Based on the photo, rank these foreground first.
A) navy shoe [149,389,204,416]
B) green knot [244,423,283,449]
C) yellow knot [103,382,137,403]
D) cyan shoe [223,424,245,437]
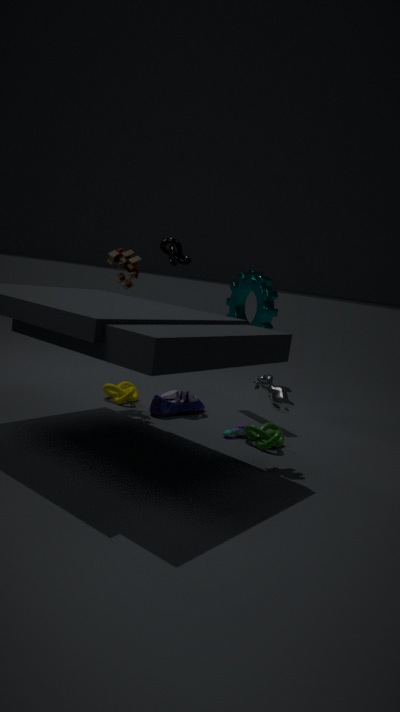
green knot [244,423,283,449] → cyan shoe [223,424,245,437] → navy shoe [149,389,204,416] → yellow knot [103,382,137,403]
